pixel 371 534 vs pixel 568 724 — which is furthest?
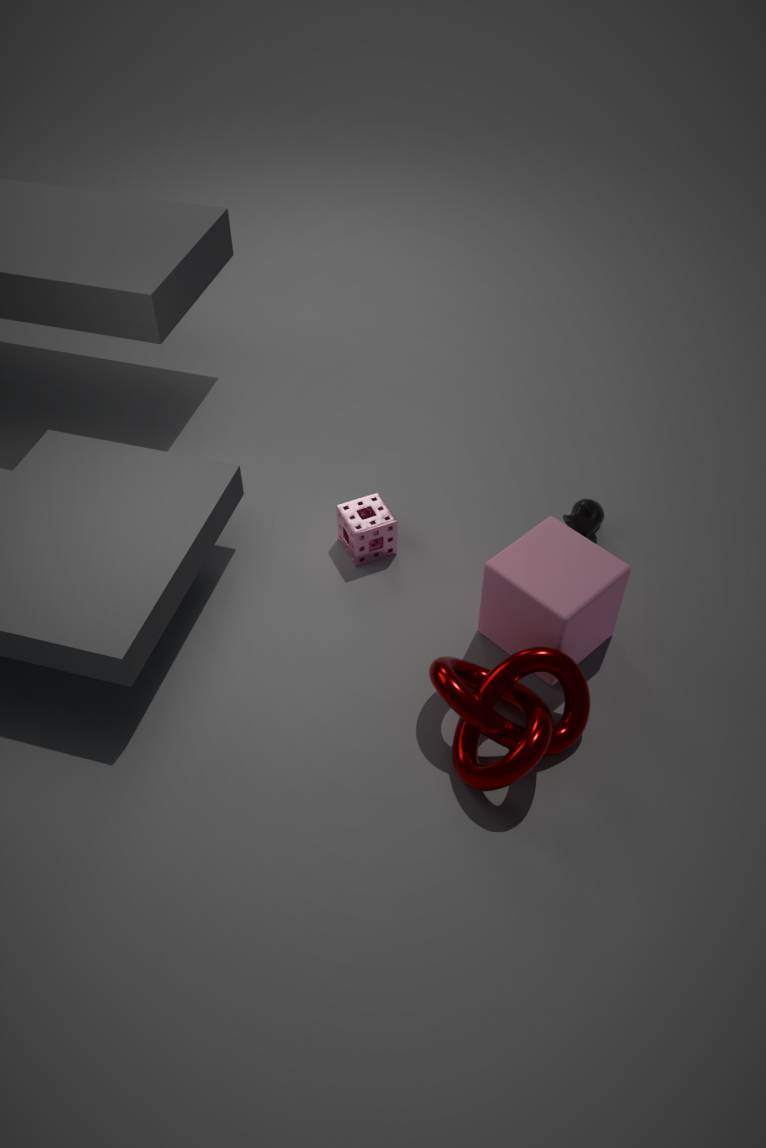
pixel 371 534
